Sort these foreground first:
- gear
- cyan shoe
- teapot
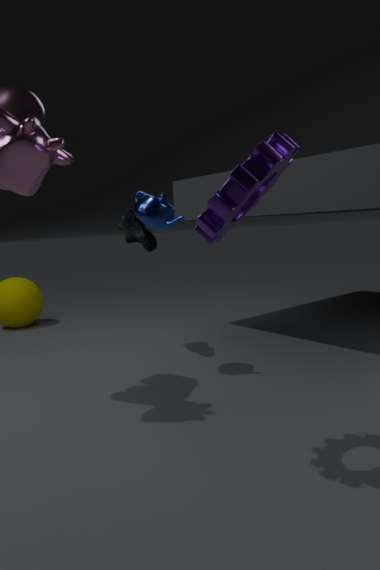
gear → teapot → cyan shoe
